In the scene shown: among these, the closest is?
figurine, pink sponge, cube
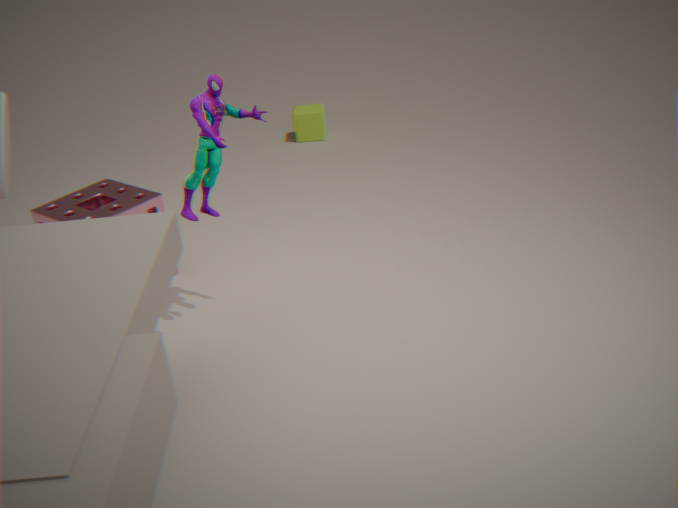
figurine
